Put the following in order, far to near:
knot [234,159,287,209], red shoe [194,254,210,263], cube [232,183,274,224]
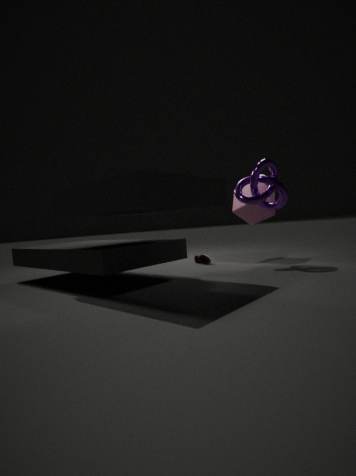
cube [232,183,274,224], red shoe [194,254,210,263], knot [234,159,287,209]
